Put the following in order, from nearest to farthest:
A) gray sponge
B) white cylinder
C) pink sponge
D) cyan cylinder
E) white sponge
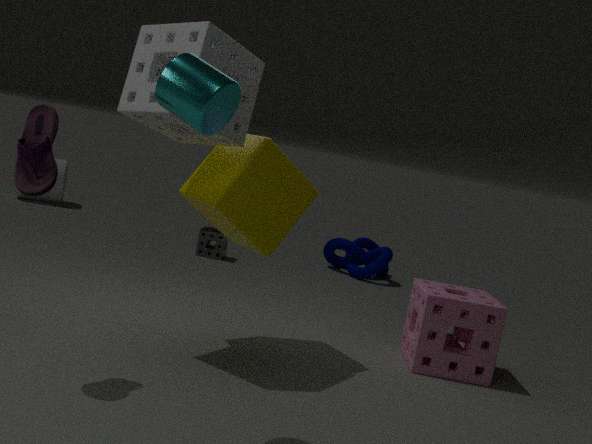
cyan cylinder, white sponge, pink sponge, gray sponge, white cylinder
